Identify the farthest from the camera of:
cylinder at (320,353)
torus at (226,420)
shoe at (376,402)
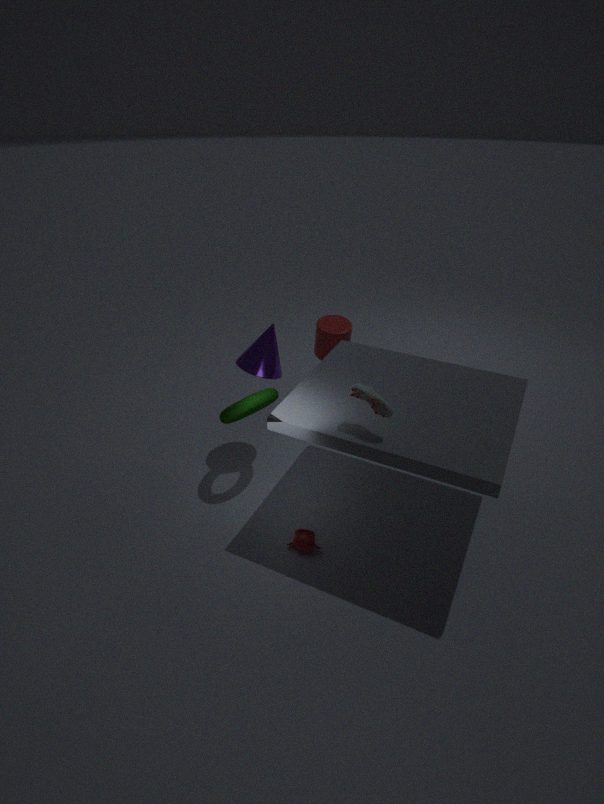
cylinder at (320,353)
